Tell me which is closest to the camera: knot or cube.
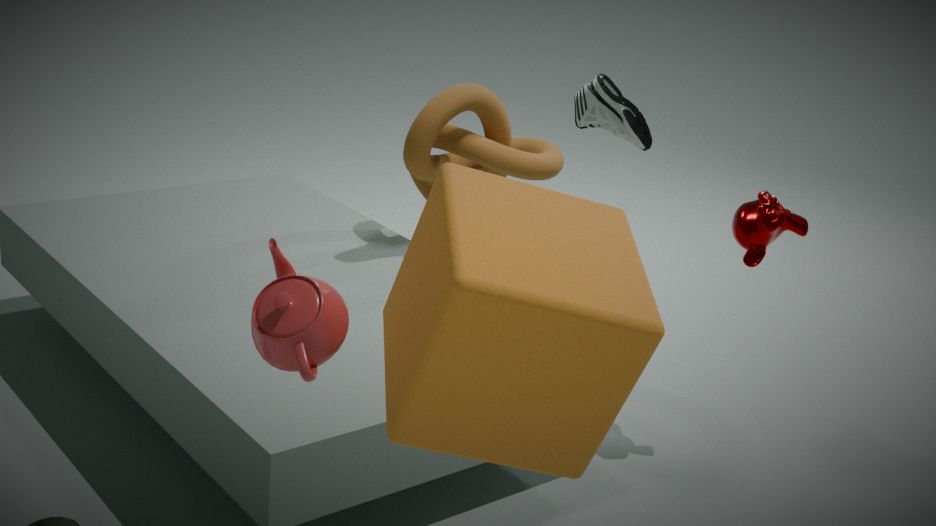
cube
